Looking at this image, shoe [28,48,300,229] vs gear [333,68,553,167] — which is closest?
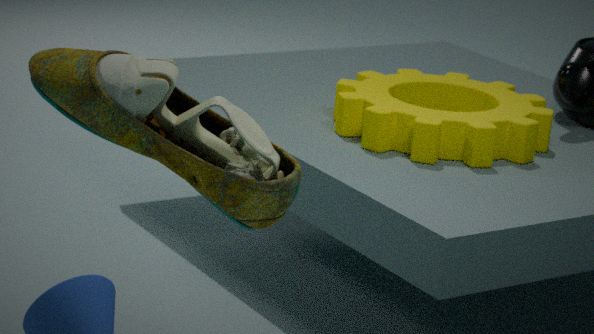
shoe [28,48,300,229]
